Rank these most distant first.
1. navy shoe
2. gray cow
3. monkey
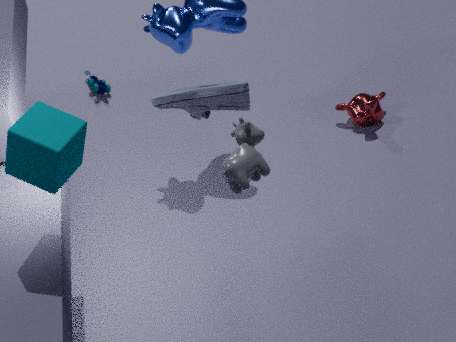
monkey
gray cow
navy shoe
